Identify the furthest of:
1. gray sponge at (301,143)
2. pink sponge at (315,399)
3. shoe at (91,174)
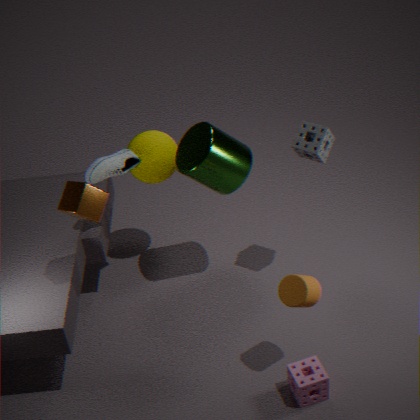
shoe at (91,174)
